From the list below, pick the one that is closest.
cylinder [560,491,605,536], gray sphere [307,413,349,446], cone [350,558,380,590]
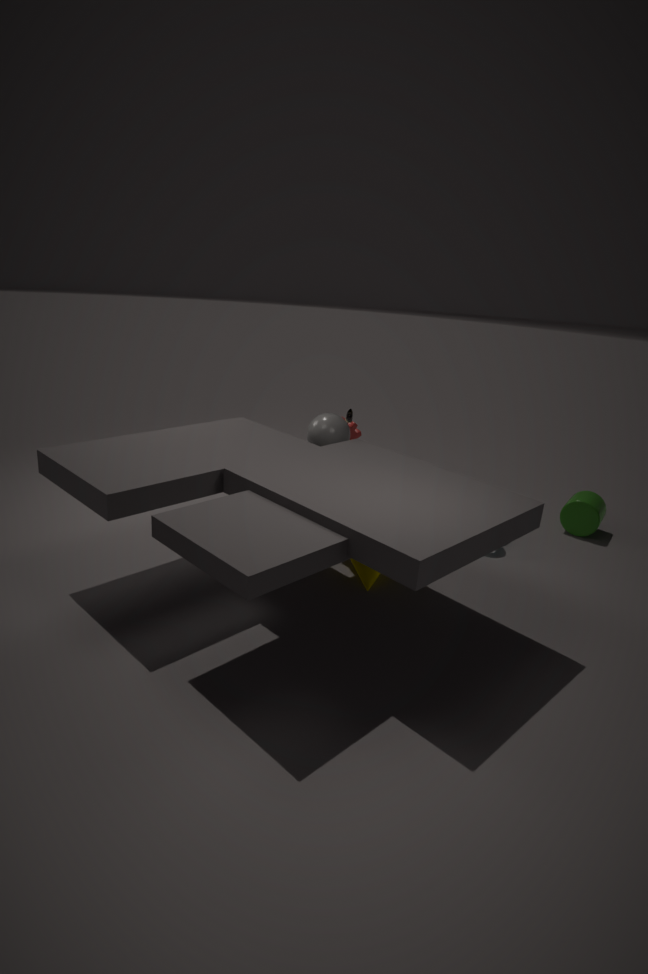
cone [350,558,380,590]
